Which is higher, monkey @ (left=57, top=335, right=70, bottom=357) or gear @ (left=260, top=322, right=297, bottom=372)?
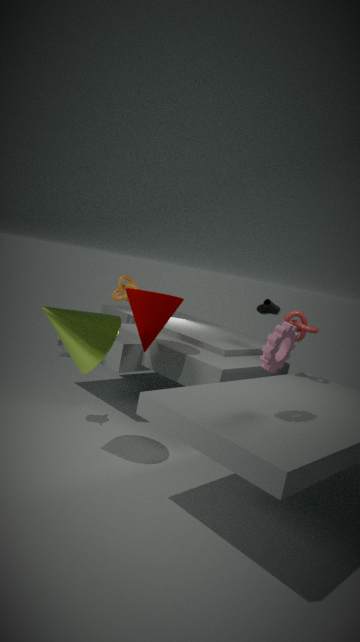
gear @ (left=260, top=322, right=297, bottom=372)
